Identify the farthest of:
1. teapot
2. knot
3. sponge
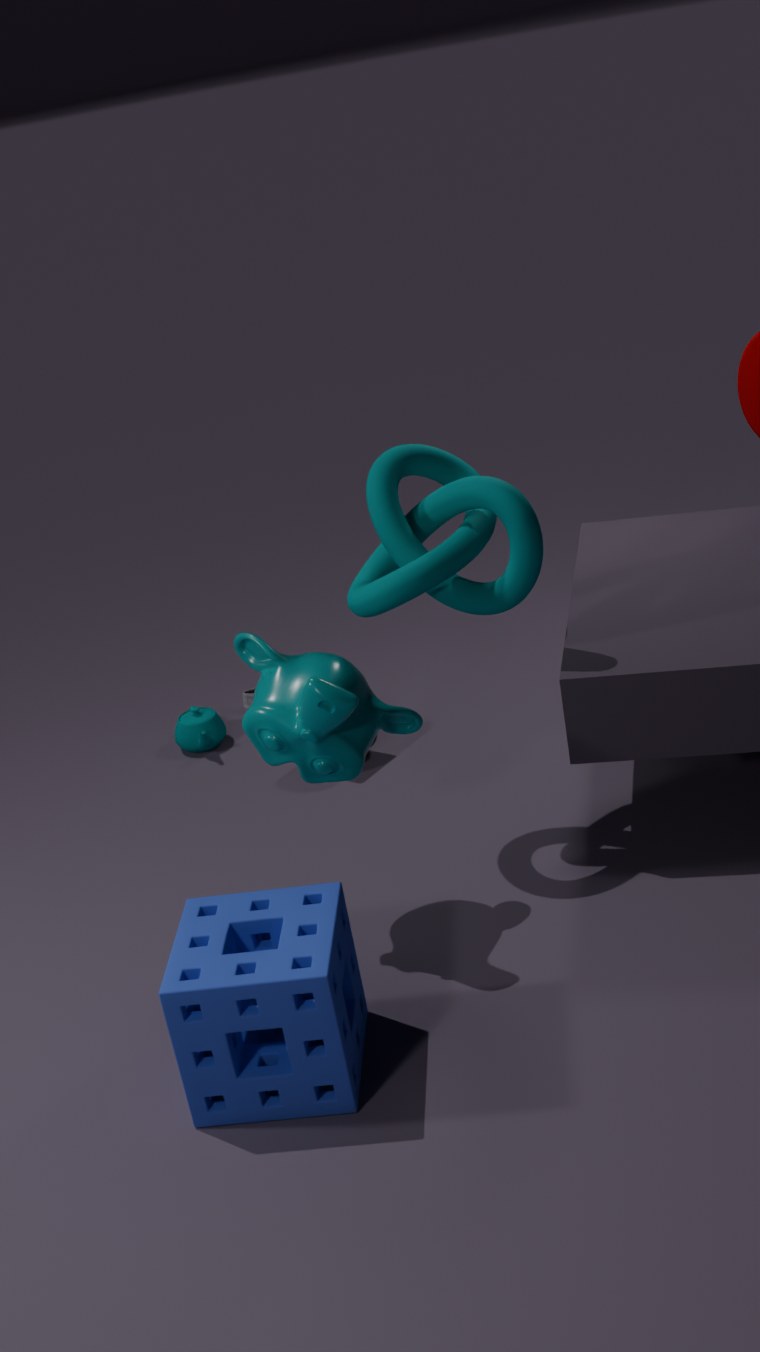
teapot
